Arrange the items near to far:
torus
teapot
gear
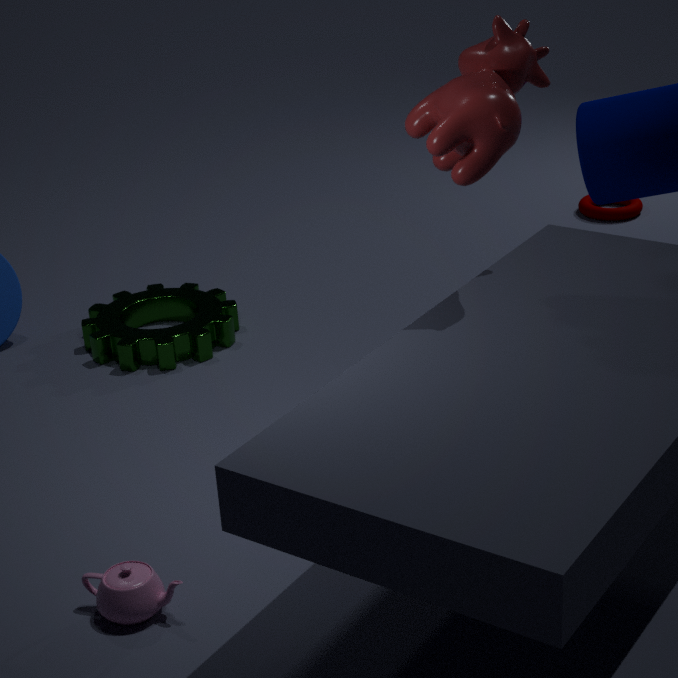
teapot → gear → torus
